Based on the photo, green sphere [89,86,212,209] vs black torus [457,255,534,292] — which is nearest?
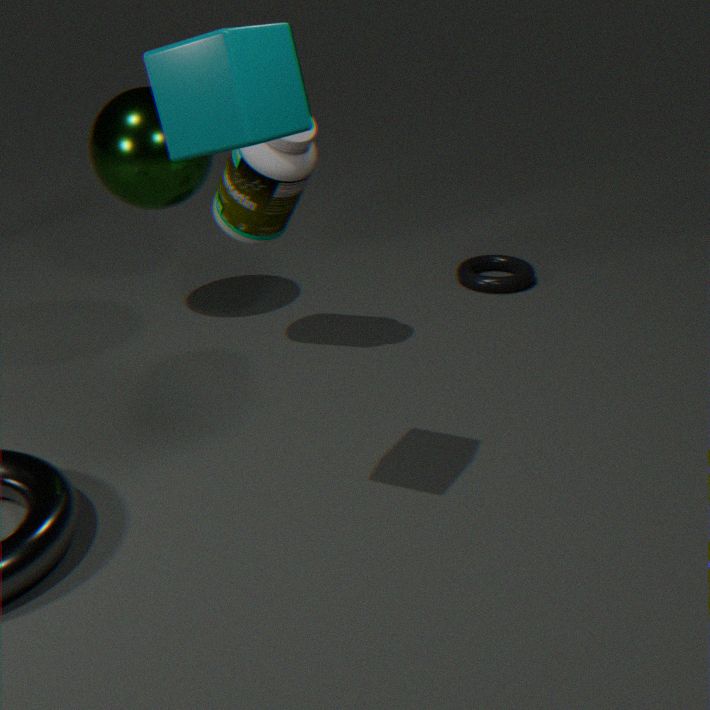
green sphere [89,86,212,209]
